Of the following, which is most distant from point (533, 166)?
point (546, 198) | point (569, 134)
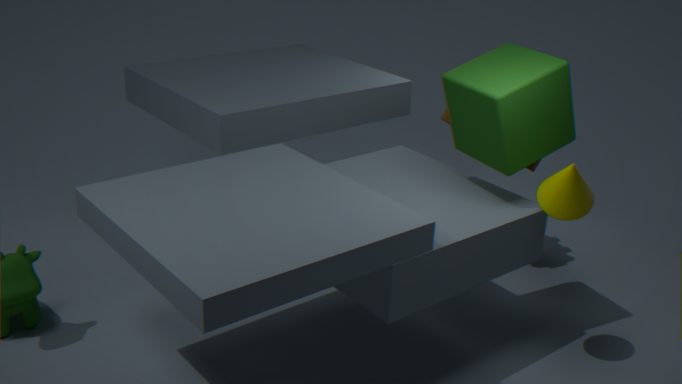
point (546, 198)
